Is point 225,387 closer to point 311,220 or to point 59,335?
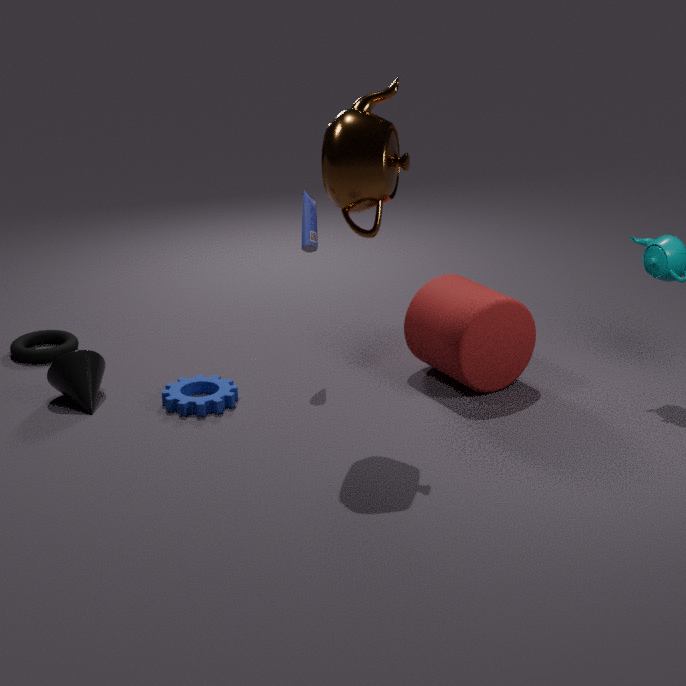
point 311,220
